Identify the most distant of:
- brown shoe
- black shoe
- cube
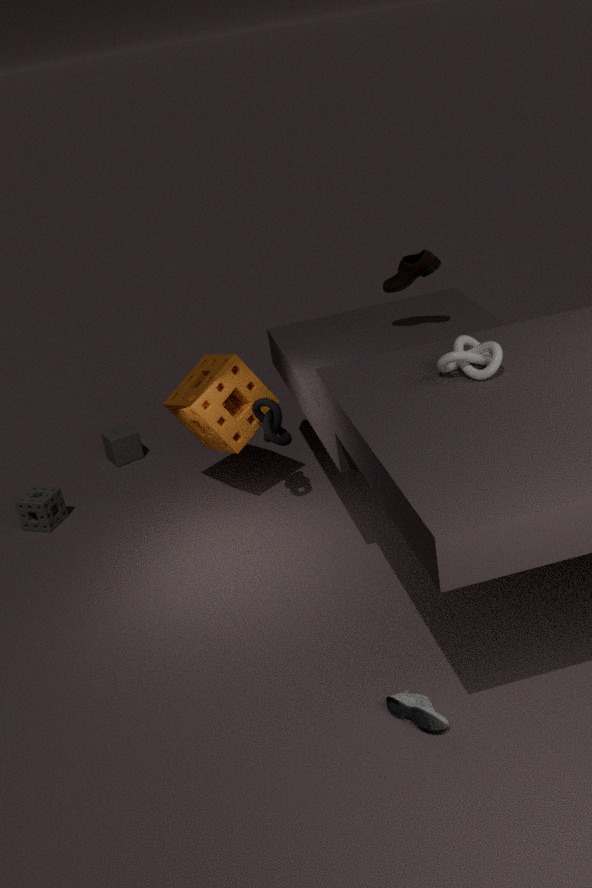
cube
